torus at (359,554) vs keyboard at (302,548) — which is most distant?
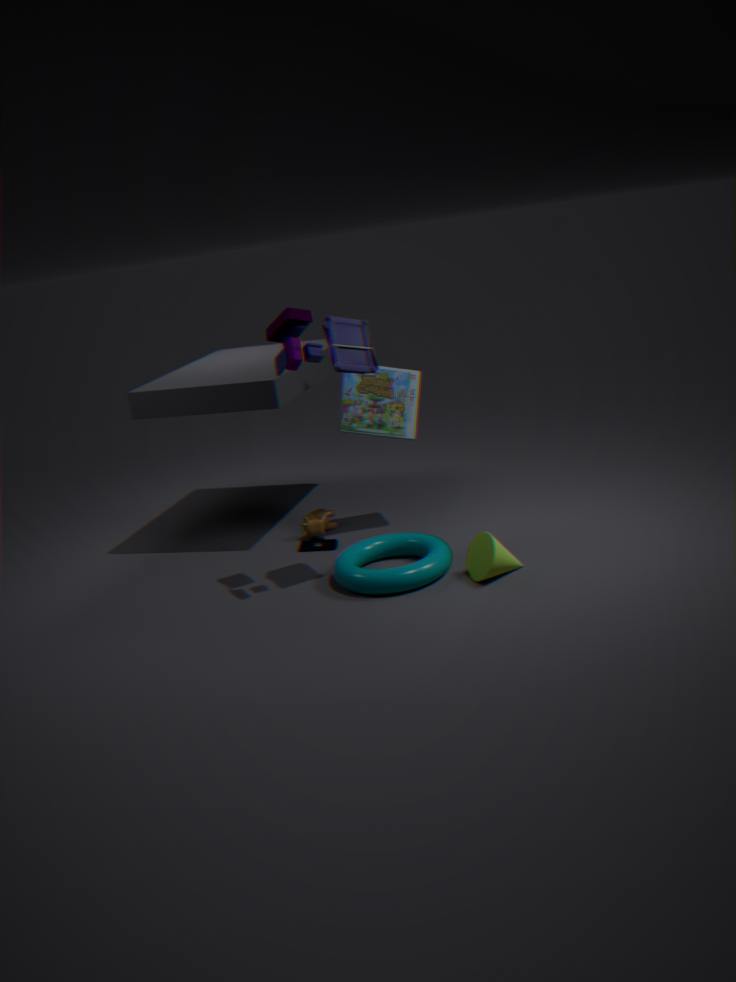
keyboard at (302,548)
